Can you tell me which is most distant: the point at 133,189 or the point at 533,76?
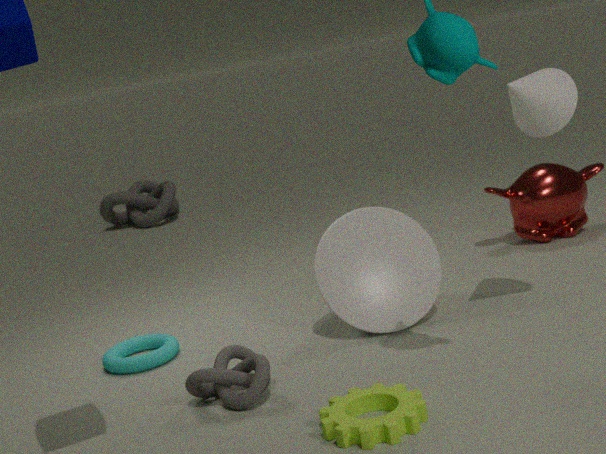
the point at 133,189
